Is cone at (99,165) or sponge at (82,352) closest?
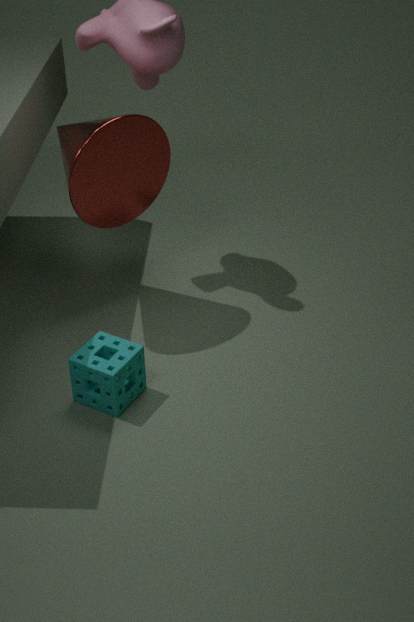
sponge at (82,352)
